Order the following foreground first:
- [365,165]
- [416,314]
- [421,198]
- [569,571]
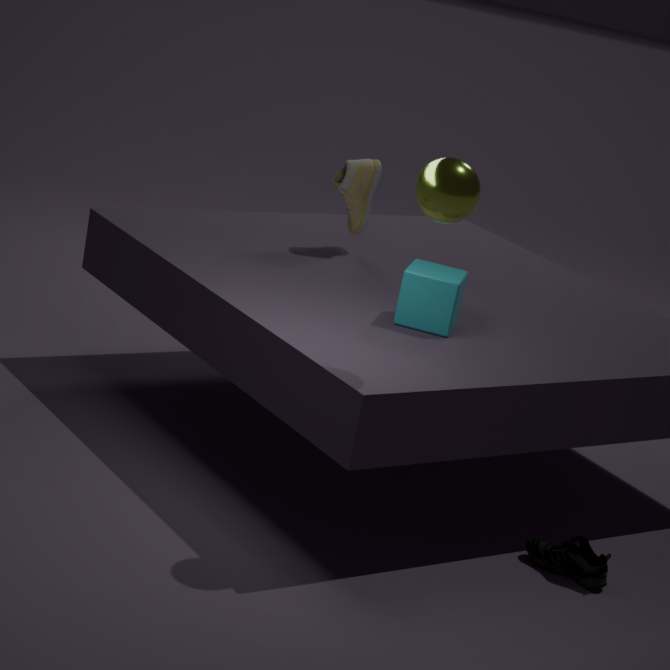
[421,198] < [569,571] < [416,314] < [365,165]
